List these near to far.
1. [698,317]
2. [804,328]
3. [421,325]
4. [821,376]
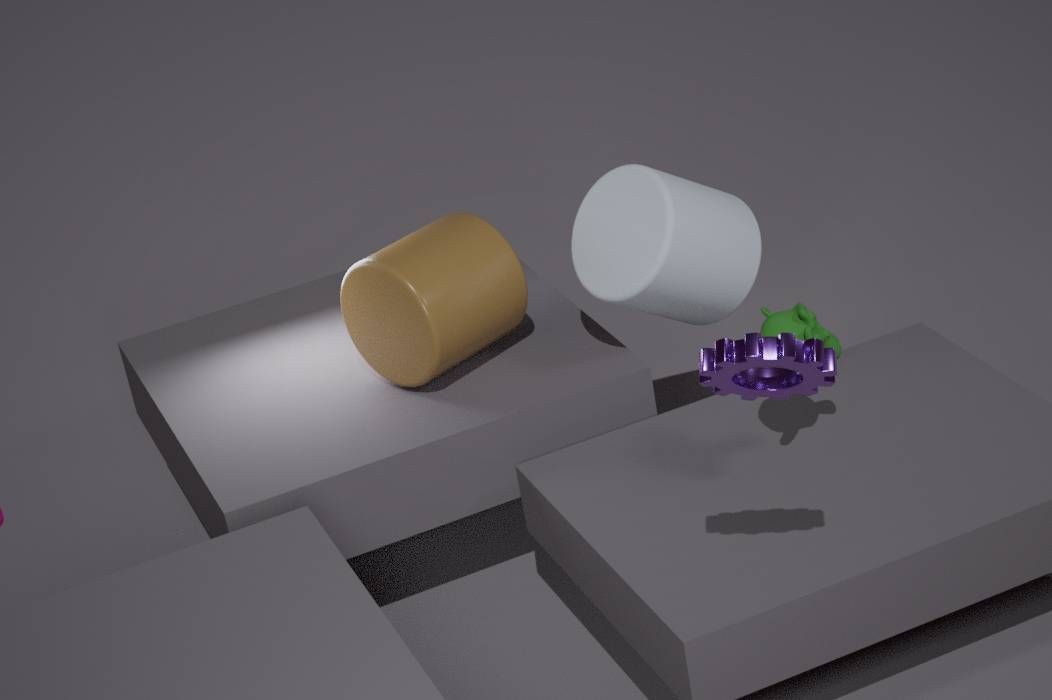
1. [821,376]
2. [804,328]
3. [421,325]
4. [698,317]
